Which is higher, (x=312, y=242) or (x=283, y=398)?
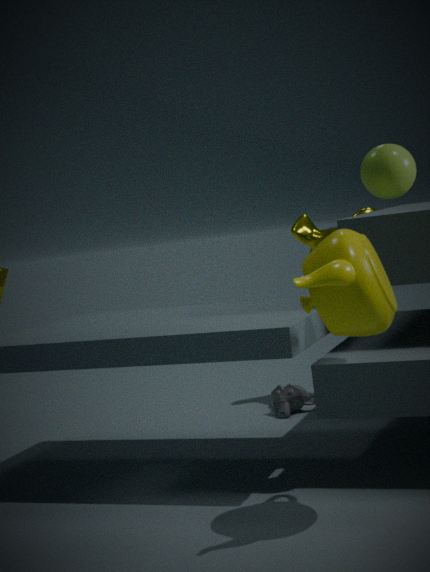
(x=312, y=242)
